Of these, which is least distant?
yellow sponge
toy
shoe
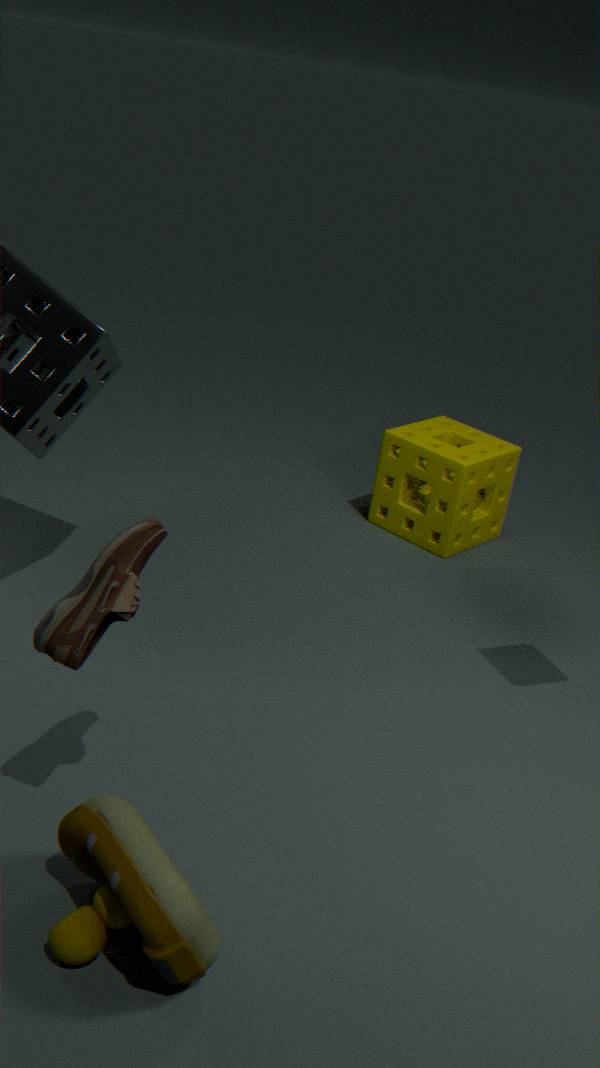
toy
